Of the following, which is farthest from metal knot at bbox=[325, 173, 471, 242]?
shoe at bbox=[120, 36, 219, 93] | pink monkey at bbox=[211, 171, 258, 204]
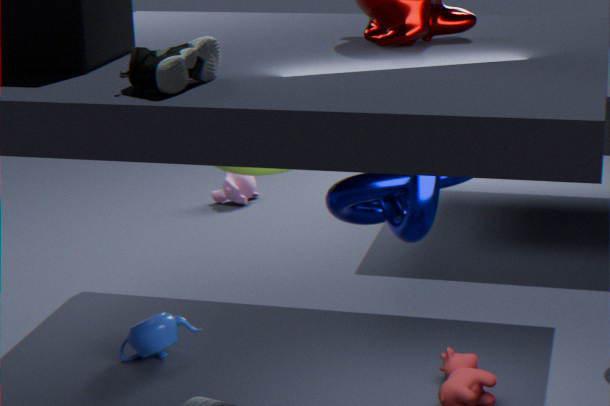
pink monkey at bbox=[211, 171, 258, 204]
